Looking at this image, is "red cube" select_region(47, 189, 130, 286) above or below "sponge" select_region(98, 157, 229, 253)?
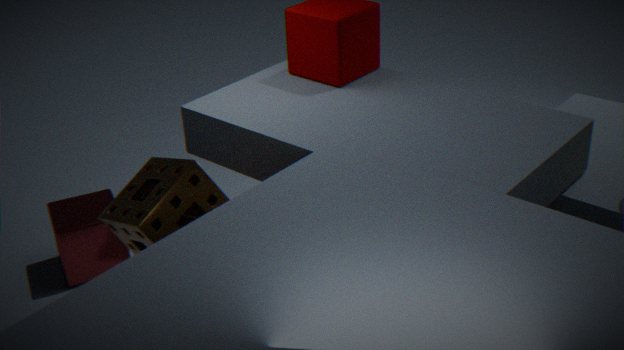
below
